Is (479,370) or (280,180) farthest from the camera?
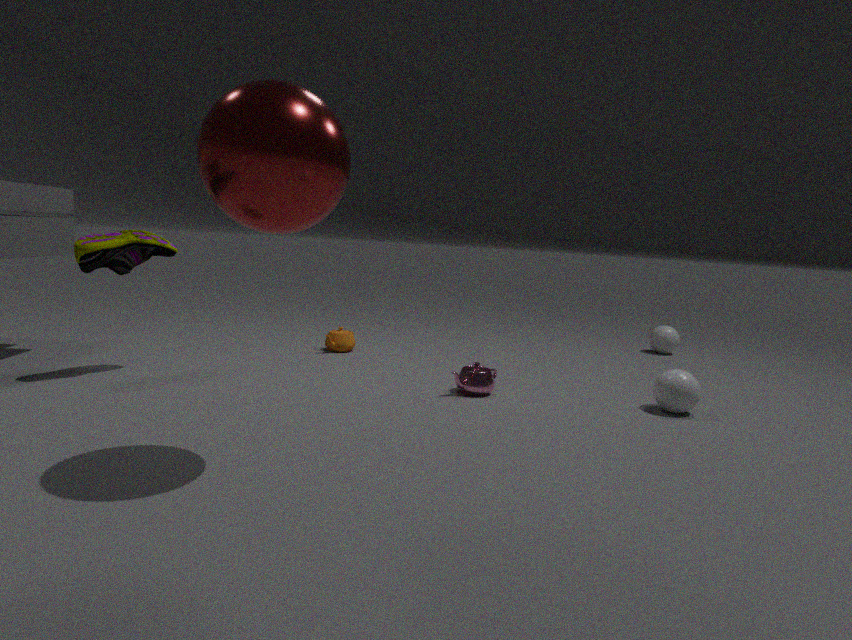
(479,370)
